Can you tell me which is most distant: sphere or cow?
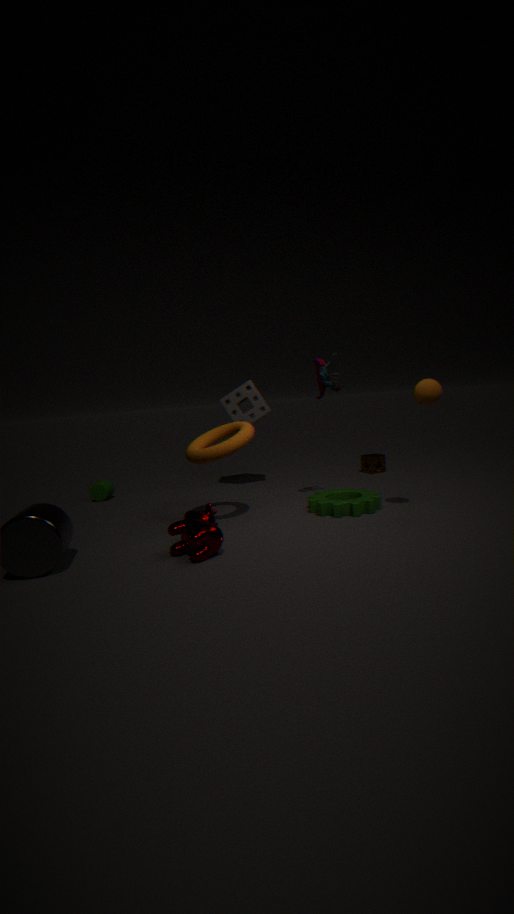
sphere
